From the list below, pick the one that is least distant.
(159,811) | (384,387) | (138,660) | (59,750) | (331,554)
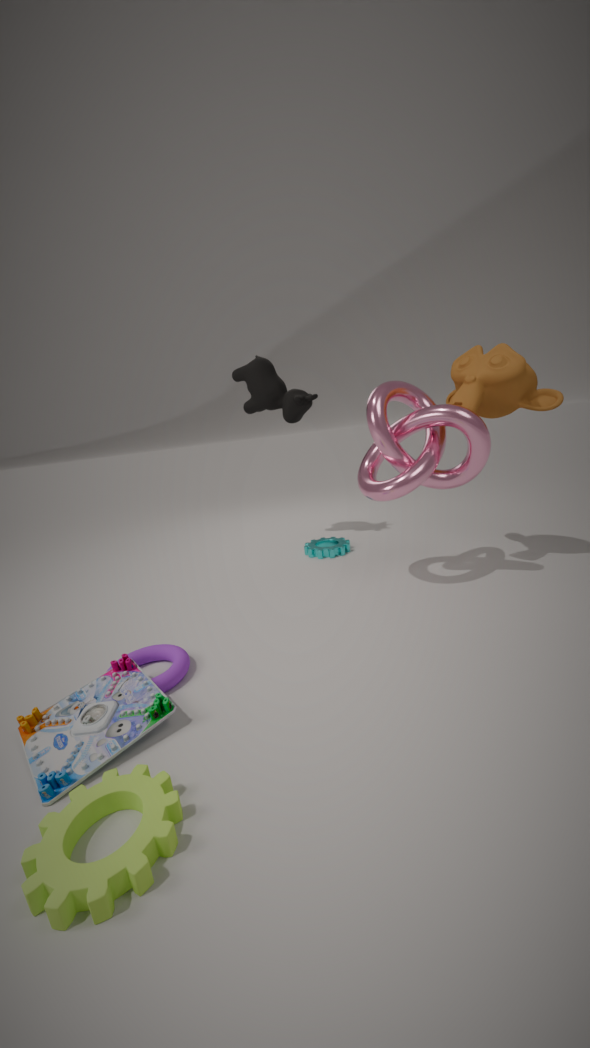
(159,811)
